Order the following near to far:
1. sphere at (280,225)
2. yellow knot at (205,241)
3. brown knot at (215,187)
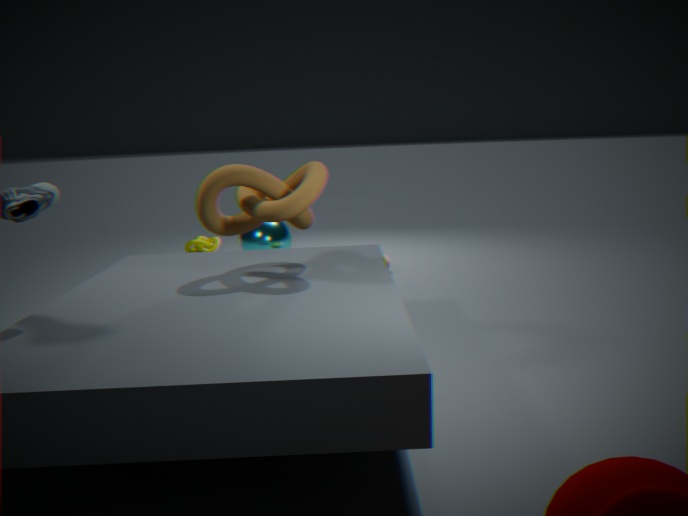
brown knot at (215,187) → sphere at (280,225) → yellow knot at (205,241)
